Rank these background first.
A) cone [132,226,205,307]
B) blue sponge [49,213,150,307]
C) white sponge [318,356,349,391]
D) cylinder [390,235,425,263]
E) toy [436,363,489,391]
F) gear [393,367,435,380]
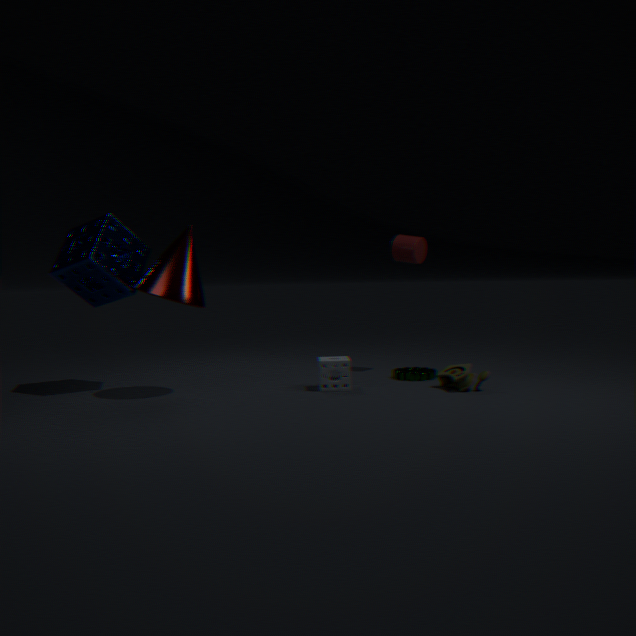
cylinder [390,235,425,263]
gear [393,367,435,380]
white sponge [318,356,349,391]
blue sponge [49,213,150,307]
toy [436,363,489,391]
cone [132,226,205,307]
